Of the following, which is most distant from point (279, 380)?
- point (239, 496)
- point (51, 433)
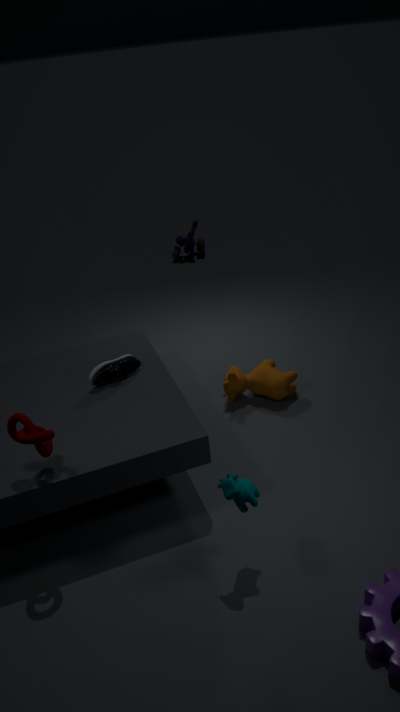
point (51, 433)
